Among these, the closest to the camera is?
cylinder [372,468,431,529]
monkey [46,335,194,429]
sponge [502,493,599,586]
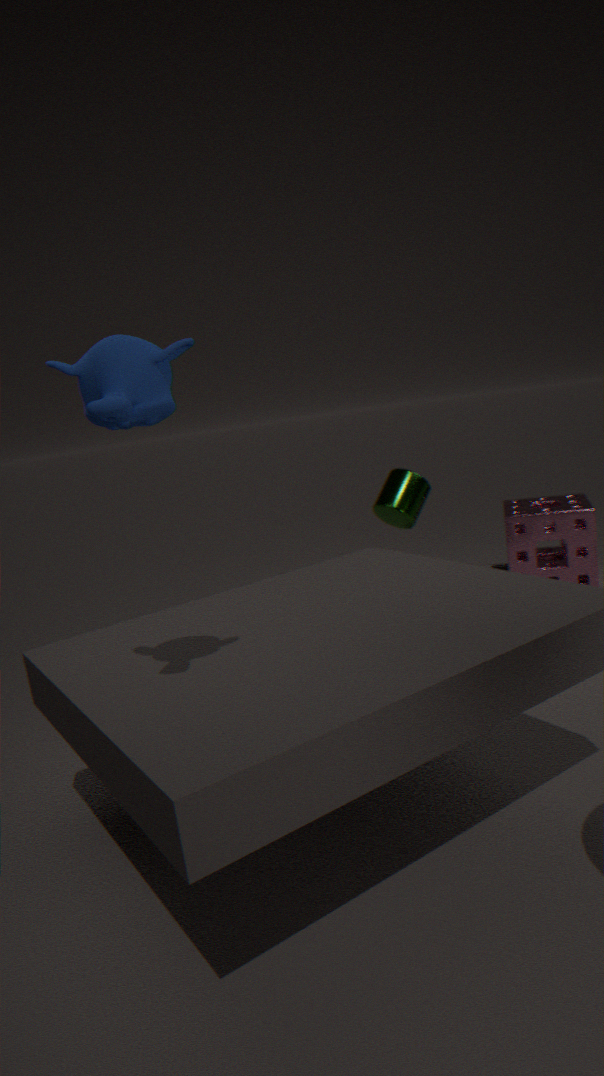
monkey [46,335,194,429]
